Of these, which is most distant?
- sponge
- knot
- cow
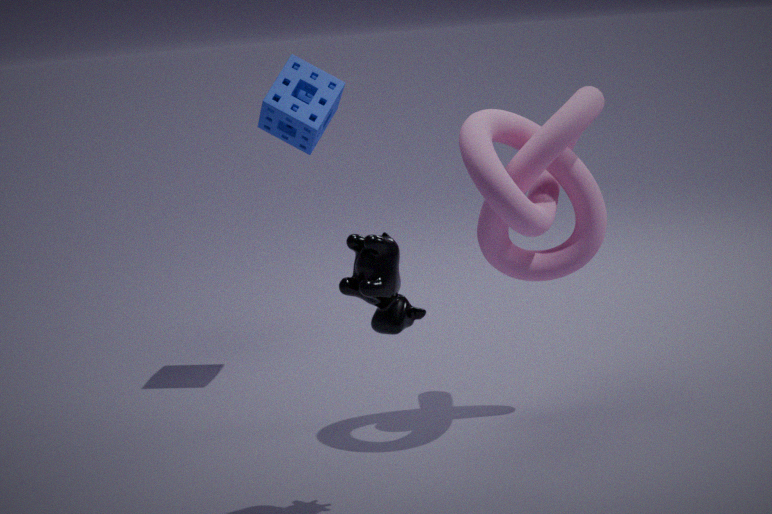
sponge
